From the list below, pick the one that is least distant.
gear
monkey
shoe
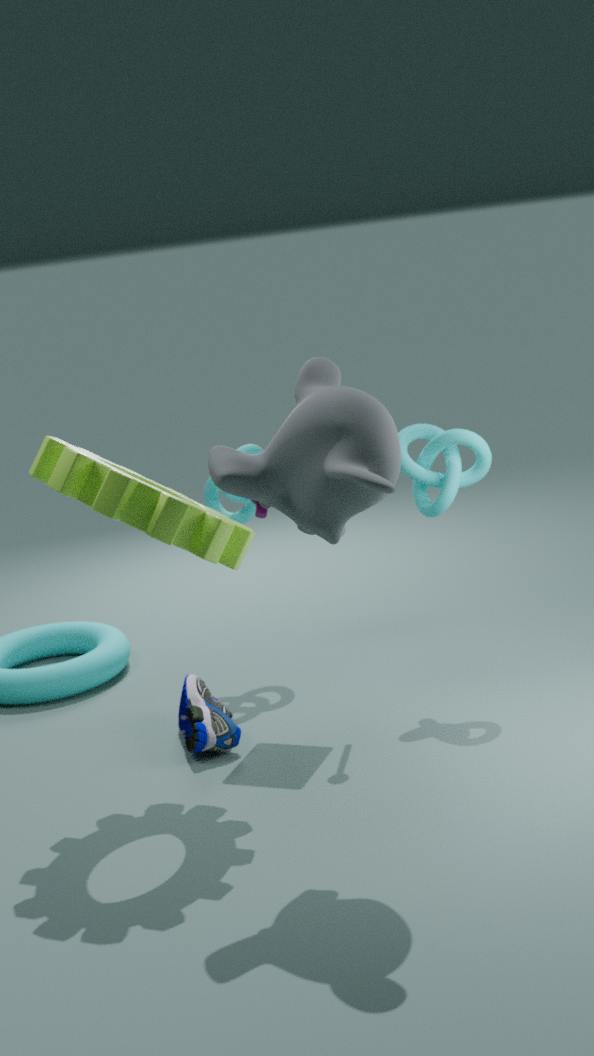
monkey
